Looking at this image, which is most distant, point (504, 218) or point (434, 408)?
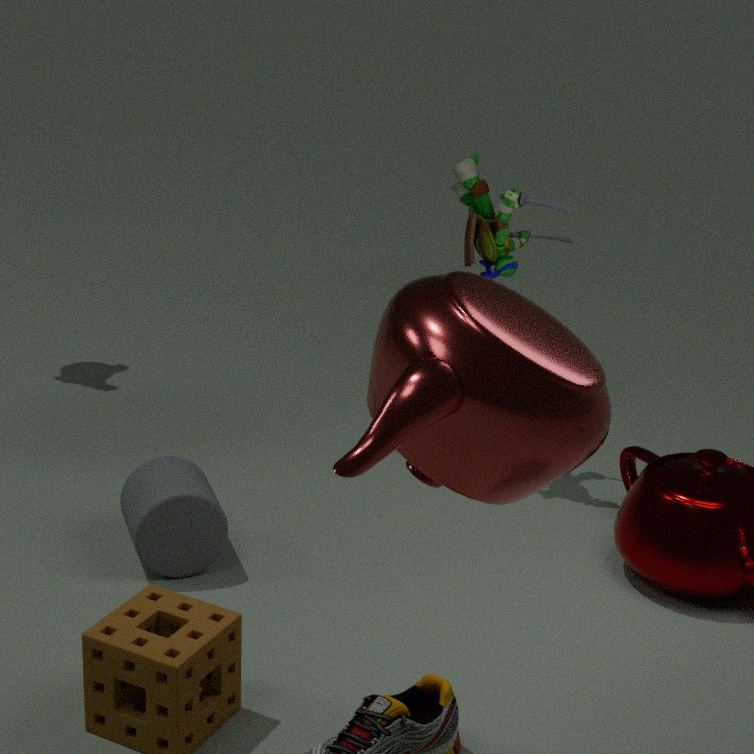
point (504, 218)
